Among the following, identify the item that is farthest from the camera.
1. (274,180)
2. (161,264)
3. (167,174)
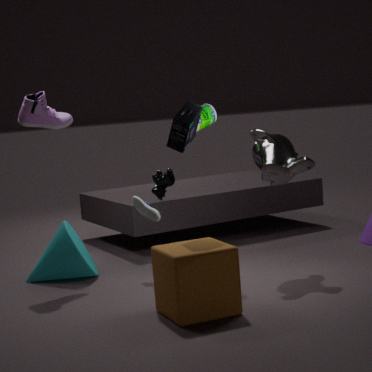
(167,174)
